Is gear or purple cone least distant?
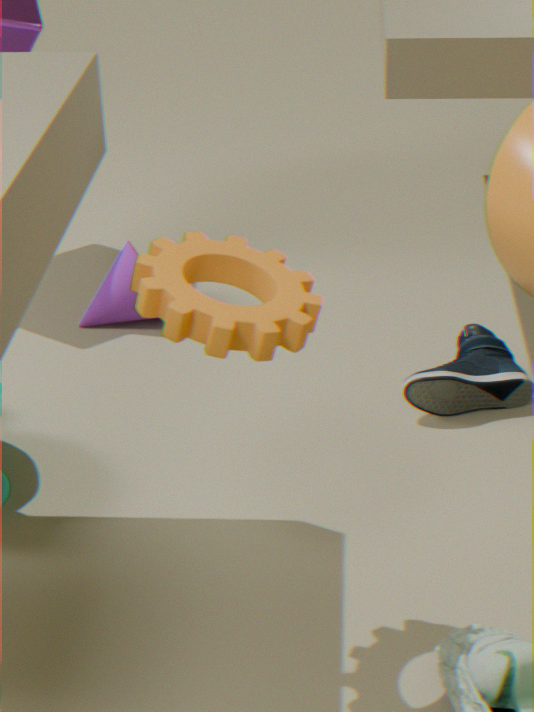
gear
